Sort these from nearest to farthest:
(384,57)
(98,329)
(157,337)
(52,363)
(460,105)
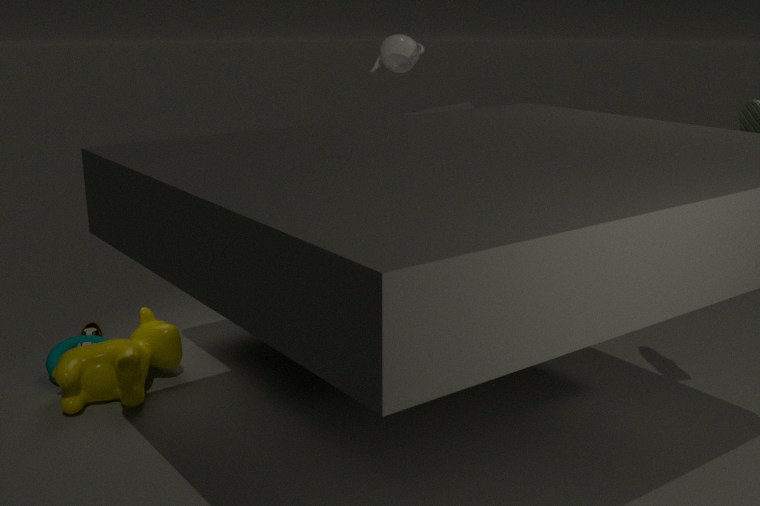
(157,337), (52,363), (98,329), (384,57), (460,105)
